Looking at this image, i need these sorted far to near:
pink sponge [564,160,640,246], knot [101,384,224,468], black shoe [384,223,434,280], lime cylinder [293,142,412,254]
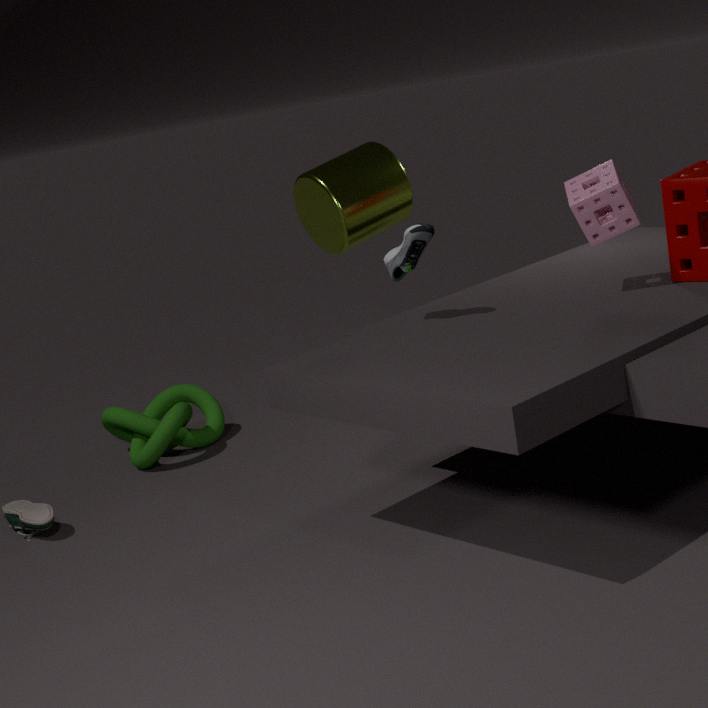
knot [101,384,224,468], lime cylinder [293,142,412,254], black shoe [384,223,434,280], pink sponge [564,160,640,246]
